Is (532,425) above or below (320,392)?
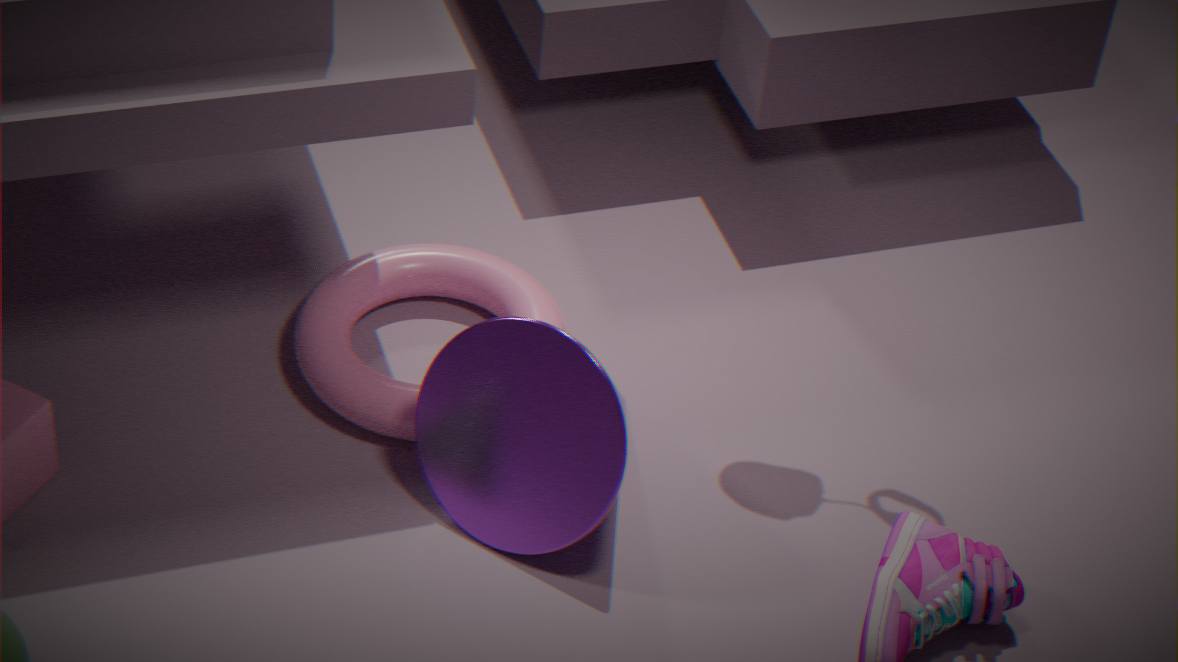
above
